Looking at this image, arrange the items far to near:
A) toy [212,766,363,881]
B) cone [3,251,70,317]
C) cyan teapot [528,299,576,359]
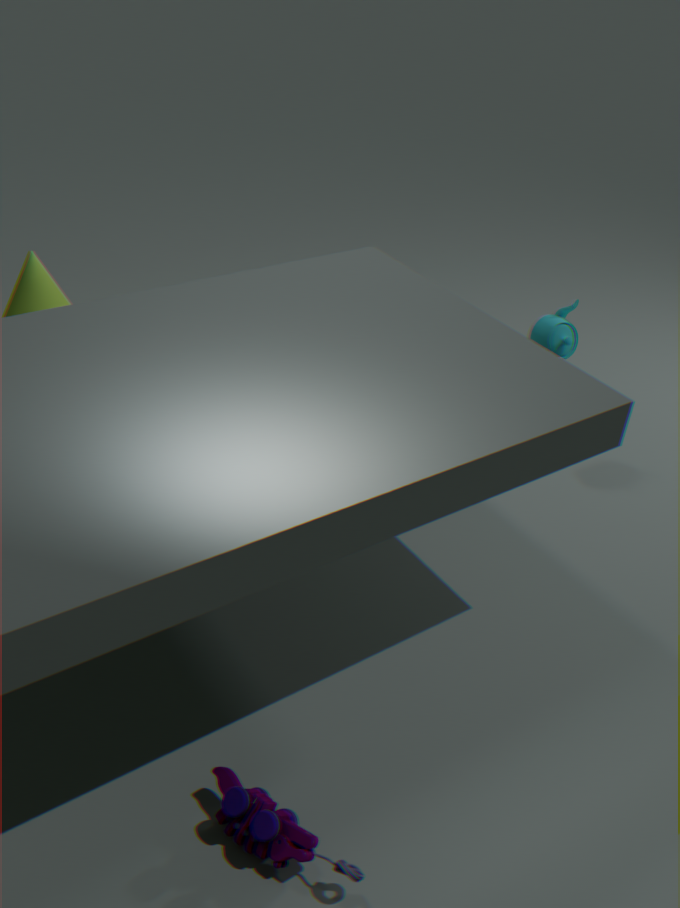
cone [3,251,70,317] < cyan teapot [528,299,576,359] < toy [212,766,363,881]
